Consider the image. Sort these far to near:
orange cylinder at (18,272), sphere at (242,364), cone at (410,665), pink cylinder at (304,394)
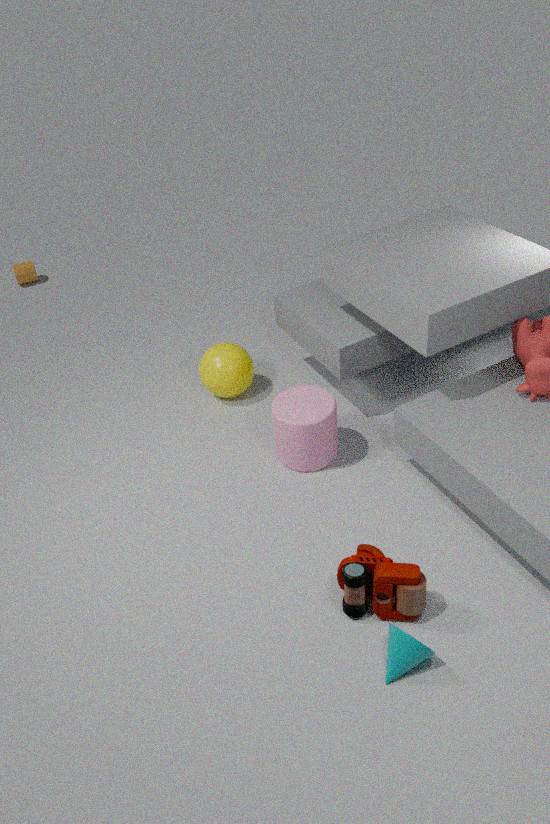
orange cylinder at (18,272) → sphere at (242,364) → pink cylinder at (304,394) → cone at (410,665)
